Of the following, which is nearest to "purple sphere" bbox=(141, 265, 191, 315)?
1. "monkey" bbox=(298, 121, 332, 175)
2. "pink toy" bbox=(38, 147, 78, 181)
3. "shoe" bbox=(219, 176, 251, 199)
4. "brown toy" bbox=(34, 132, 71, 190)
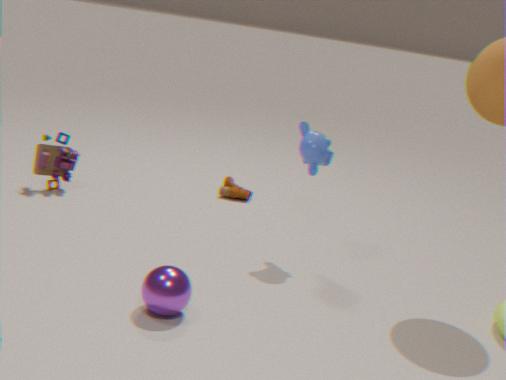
"monkey" bbox=(298, 121, 332, 175)
